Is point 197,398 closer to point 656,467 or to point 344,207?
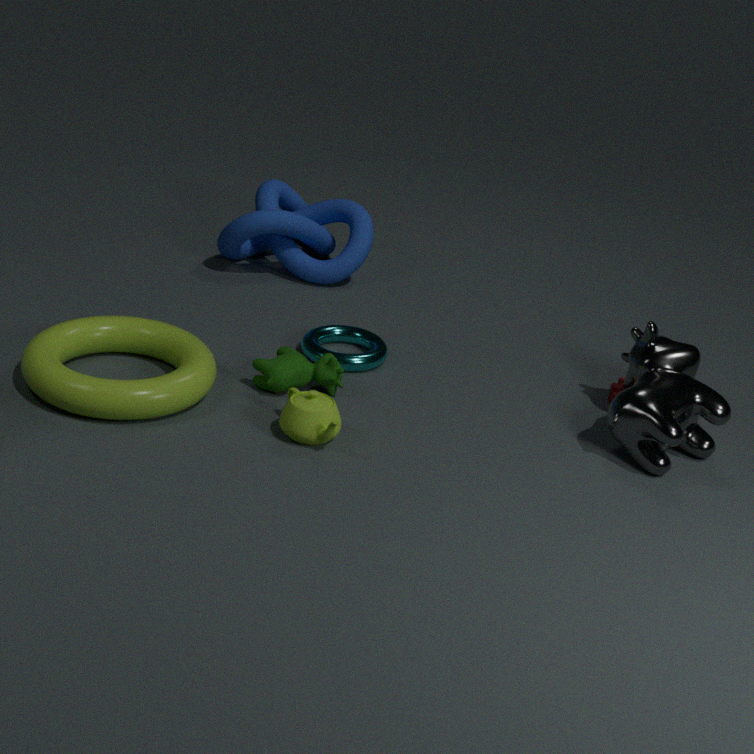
point 344,207
